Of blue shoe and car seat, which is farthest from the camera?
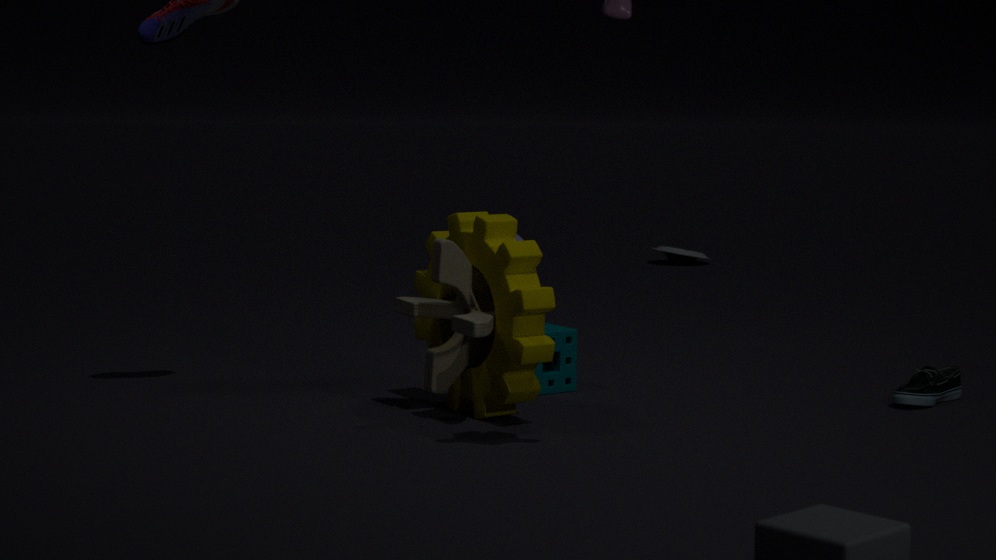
car seat
